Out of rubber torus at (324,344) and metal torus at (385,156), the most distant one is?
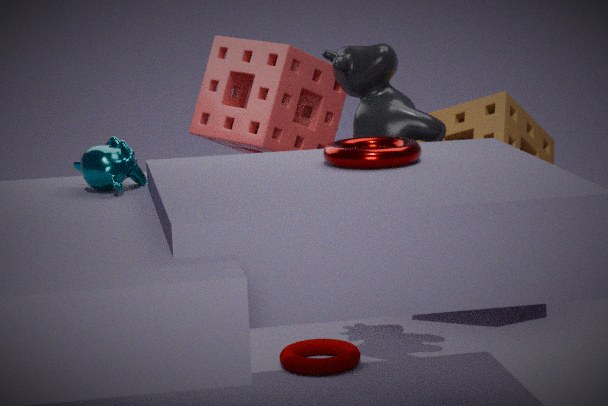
rubber torus at (324,344)
